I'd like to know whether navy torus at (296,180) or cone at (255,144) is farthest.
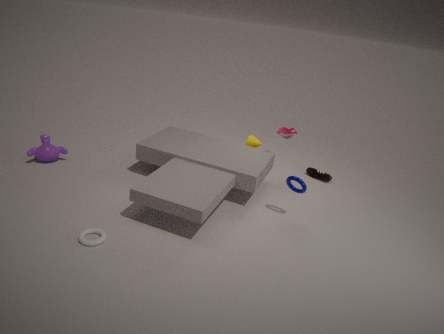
cone at (255,144)
